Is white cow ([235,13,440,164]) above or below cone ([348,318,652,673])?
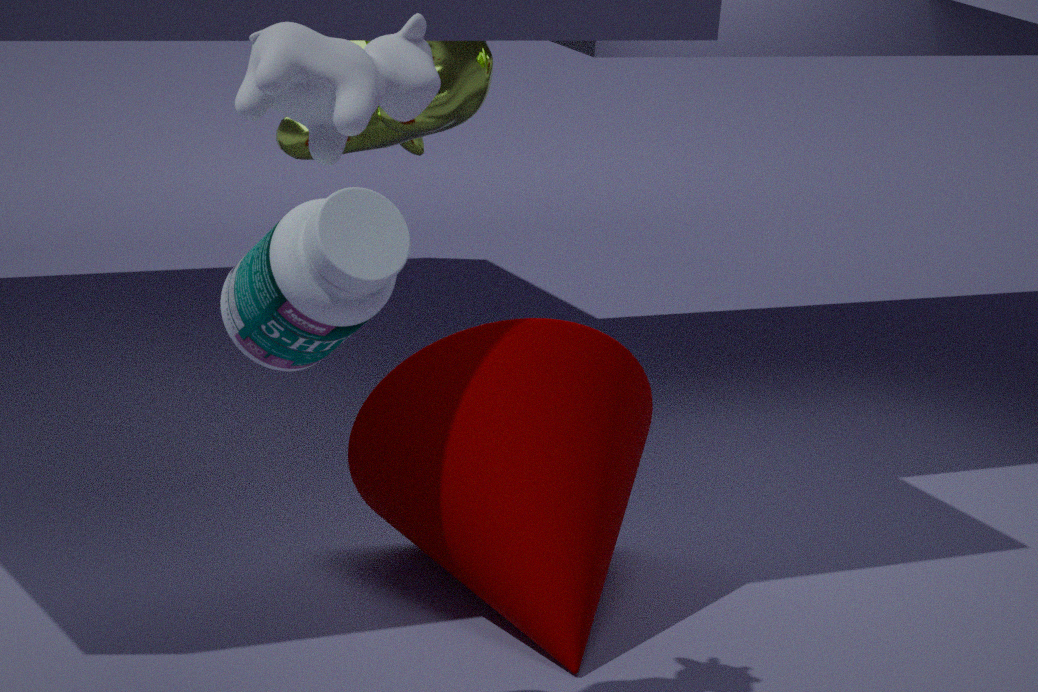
above
